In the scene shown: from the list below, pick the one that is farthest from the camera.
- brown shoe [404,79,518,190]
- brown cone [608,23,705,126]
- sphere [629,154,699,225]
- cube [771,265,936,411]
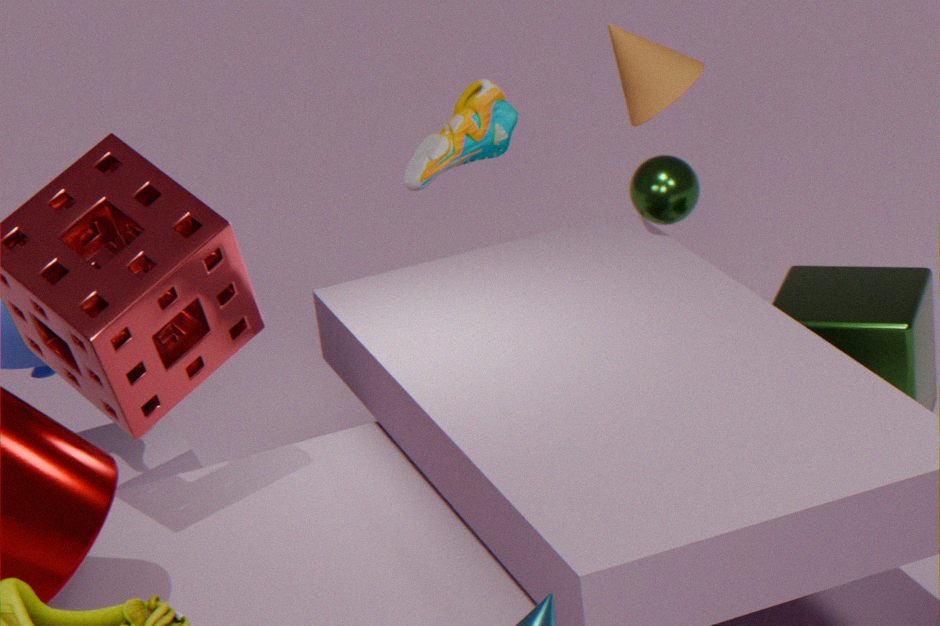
sphere [629,154,699,225]
